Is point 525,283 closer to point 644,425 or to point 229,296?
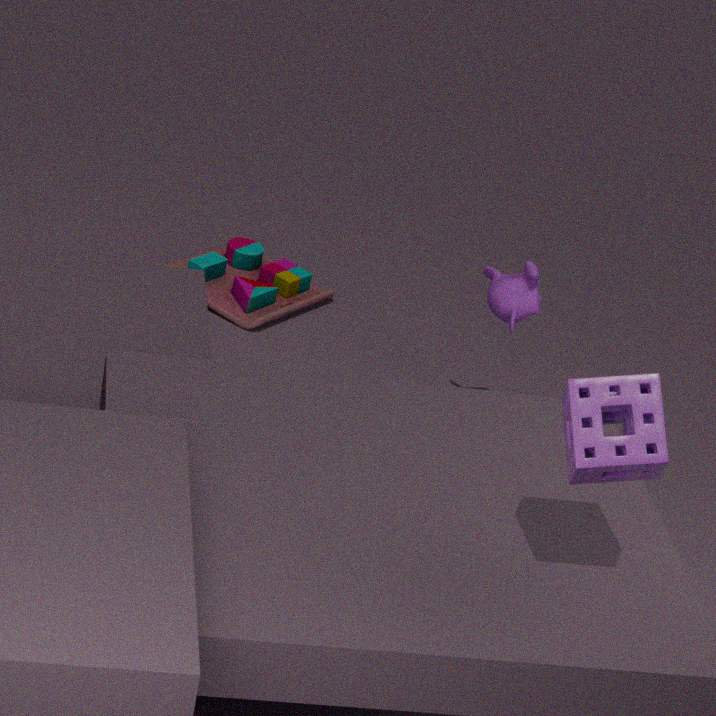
point 229,296
